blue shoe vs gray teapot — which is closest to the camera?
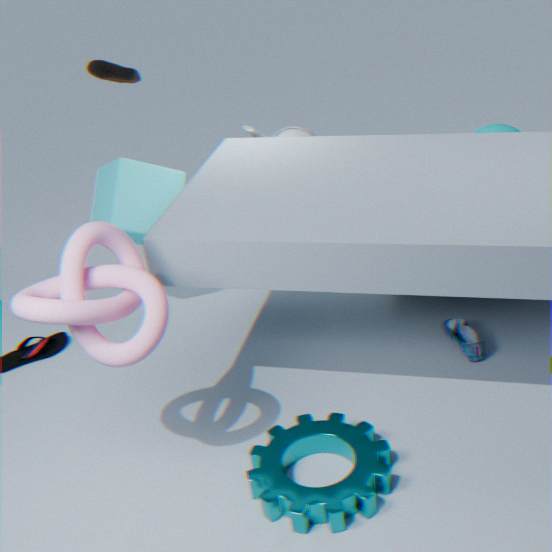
blue shoe
